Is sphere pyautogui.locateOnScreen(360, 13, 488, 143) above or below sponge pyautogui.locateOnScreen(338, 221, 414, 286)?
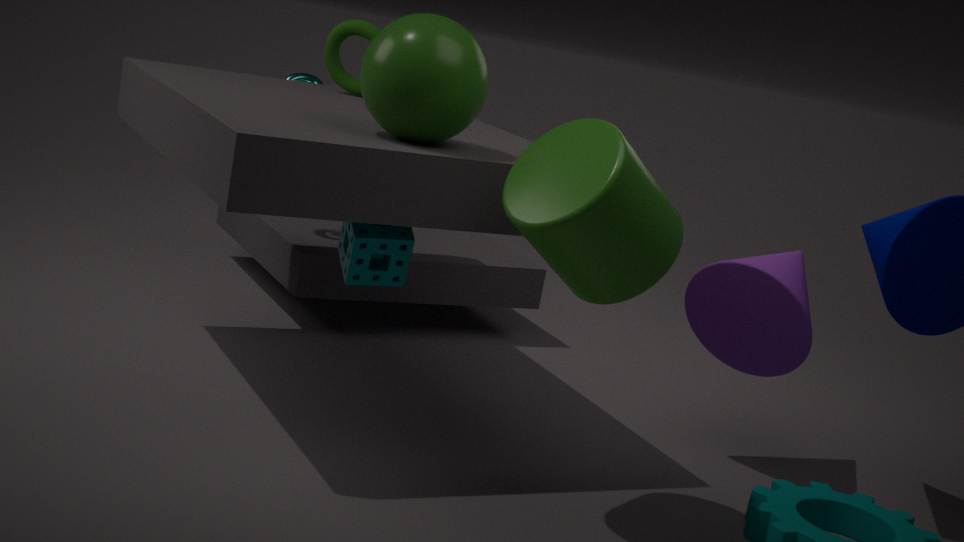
above
